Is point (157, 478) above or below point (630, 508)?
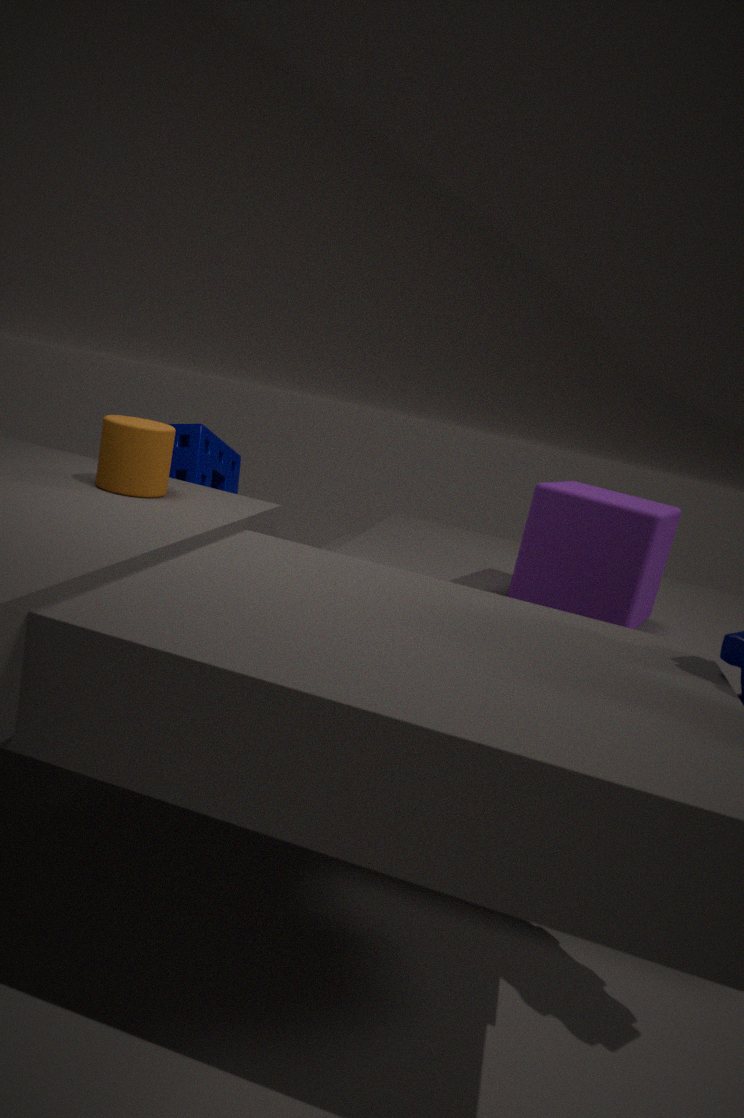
above
